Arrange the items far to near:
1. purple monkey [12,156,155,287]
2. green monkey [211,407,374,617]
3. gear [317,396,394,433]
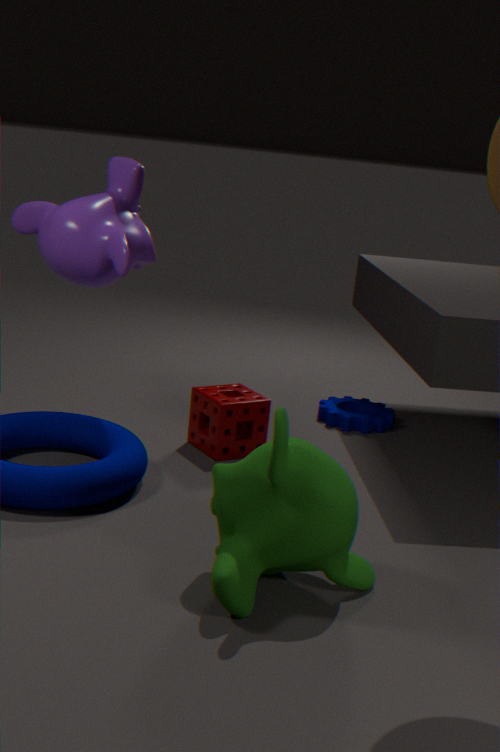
gear [317,396,394,433] < purple monkey [12,156,155,287] < green monkey [211,407,374,617]
